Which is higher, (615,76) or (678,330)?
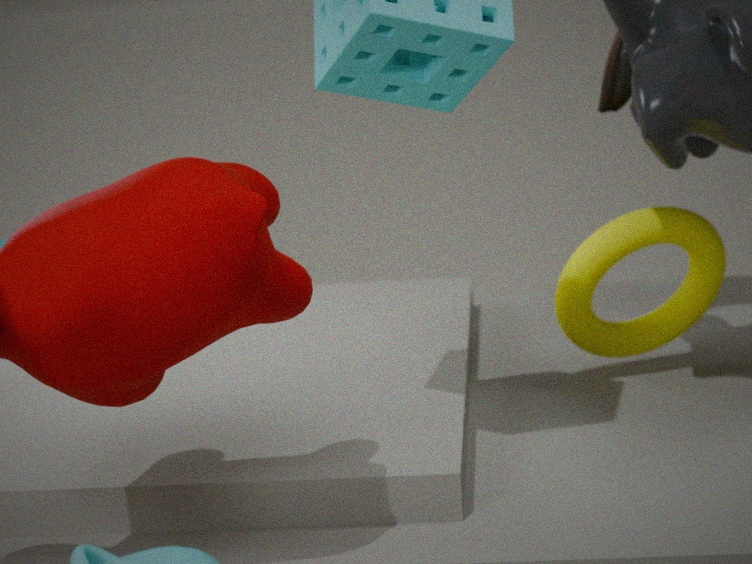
(615,76)
